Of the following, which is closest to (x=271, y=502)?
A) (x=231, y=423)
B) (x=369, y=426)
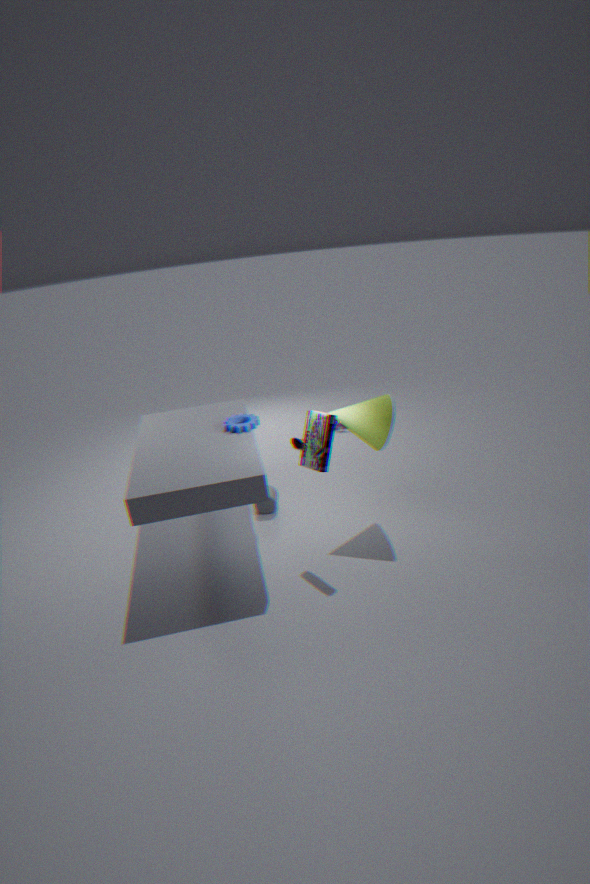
(x=231, y=423)
